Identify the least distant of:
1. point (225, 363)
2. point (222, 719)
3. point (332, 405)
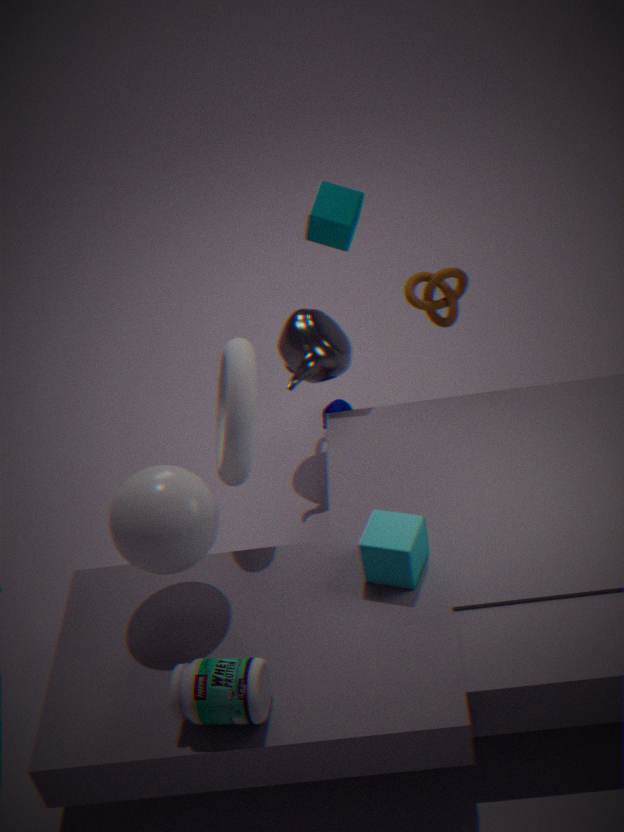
point (222, 719)
